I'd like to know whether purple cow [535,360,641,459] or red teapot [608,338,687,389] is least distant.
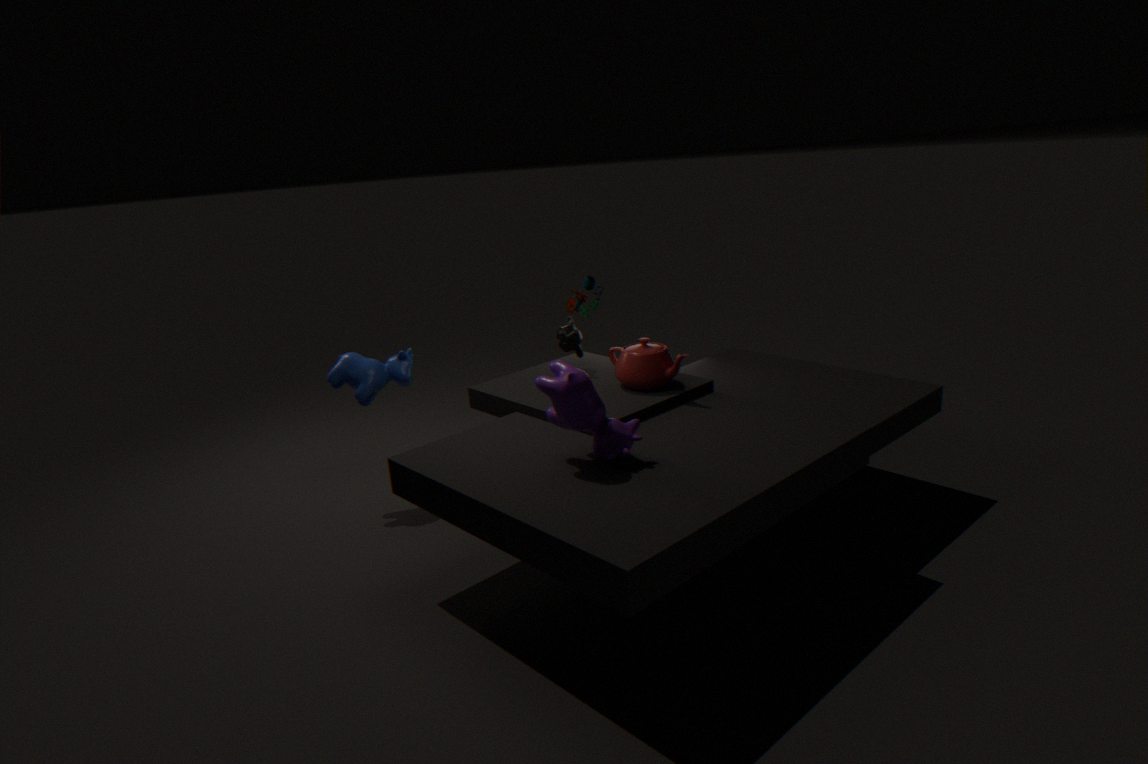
purple cow [535,360,641,459]
